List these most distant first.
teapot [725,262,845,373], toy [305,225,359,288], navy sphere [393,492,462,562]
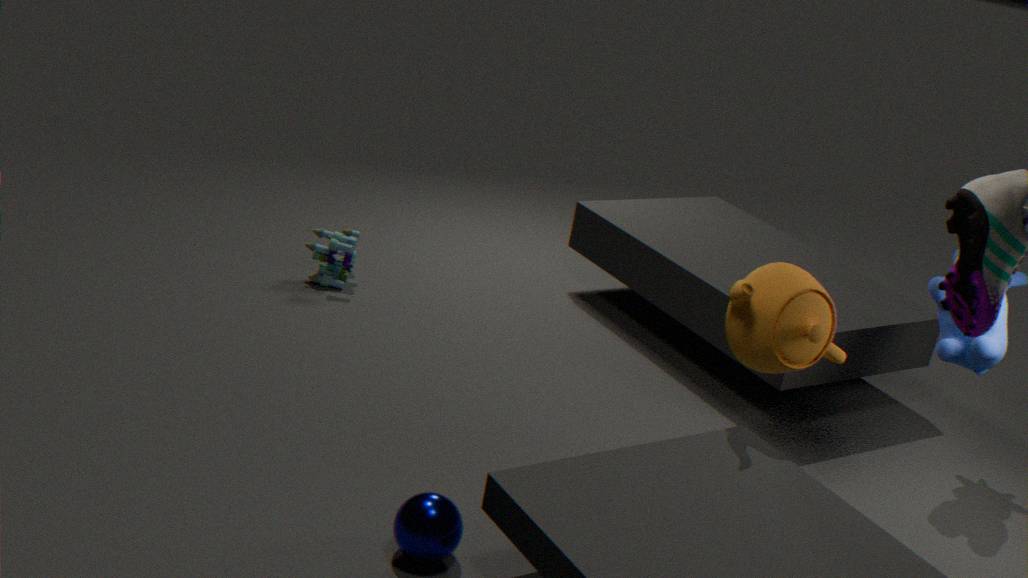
1. toy [305,225,359,288]
2. teapot [725,262,845,373]
3. navy sphere [393,492,462,562]
